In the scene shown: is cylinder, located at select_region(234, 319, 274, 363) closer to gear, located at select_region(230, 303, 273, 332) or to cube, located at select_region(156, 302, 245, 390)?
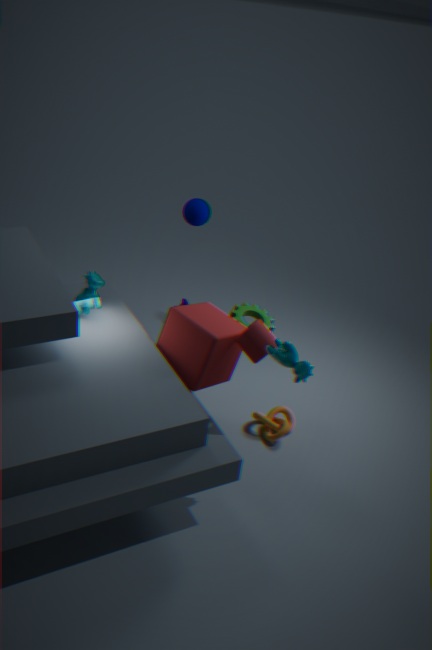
cube, located at select_region(156, 302, 245, 390)
